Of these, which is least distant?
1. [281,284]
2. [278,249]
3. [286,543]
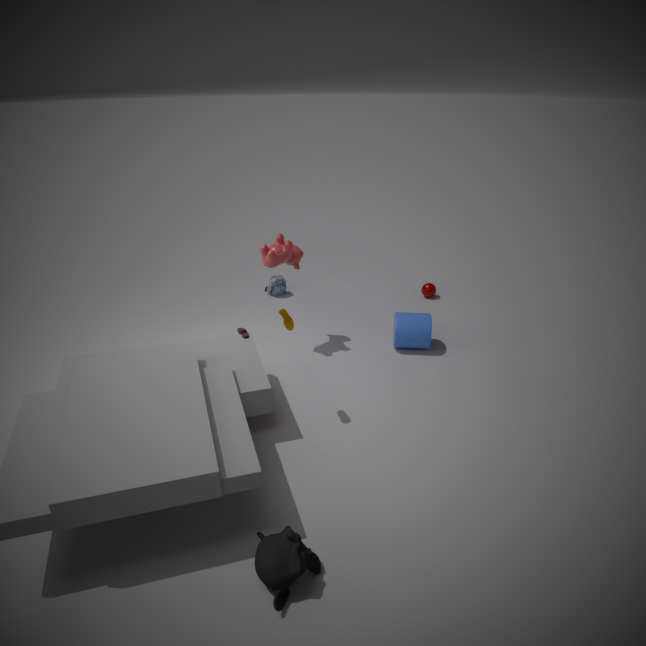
[286,543]
